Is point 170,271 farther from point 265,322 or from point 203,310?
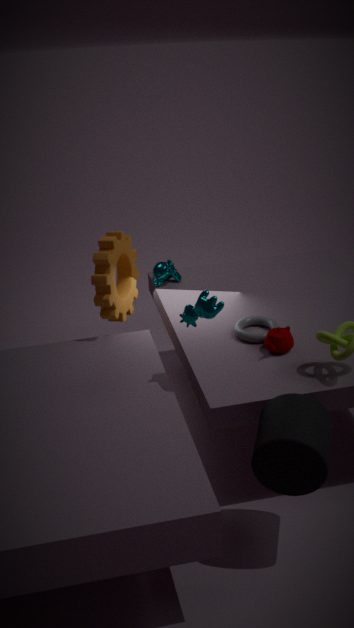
point 203,310
